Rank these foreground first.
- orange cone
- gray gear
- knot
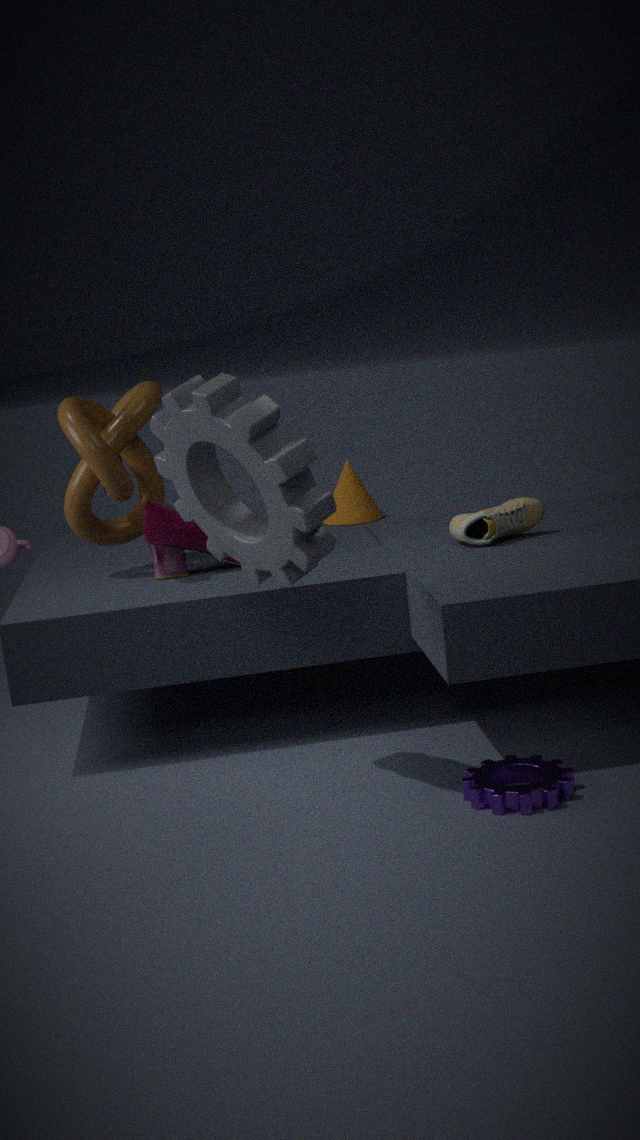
gray gear → knot → orange cone
